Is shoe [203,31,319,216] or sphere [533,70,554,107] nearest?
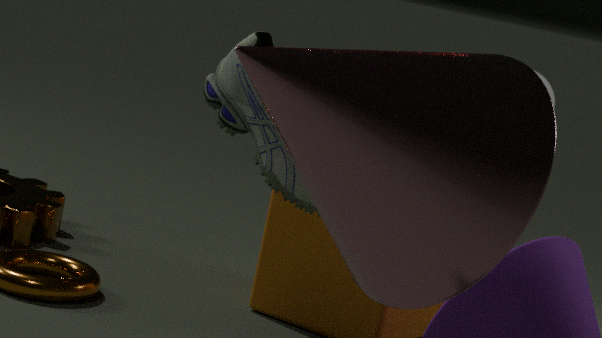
shoe [203,31,319,216]
